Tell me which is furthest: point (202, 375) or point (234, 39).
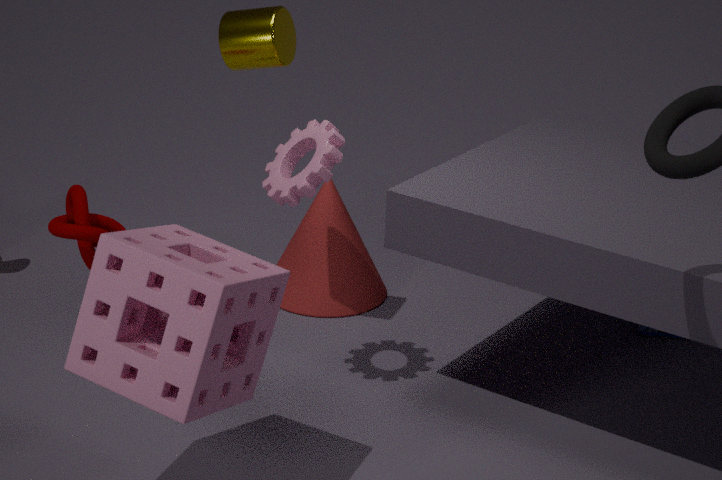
point (234, 39)
